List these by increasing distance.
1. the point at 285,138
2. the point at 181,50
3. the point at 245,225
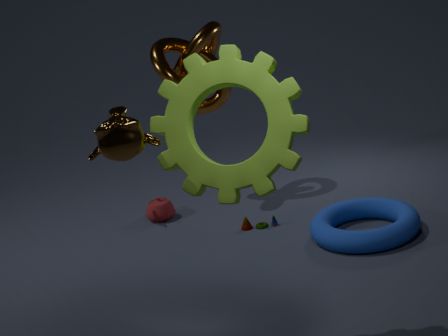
1. the point at 285,138
2. the point at 245,225
3. the point at 181,50
